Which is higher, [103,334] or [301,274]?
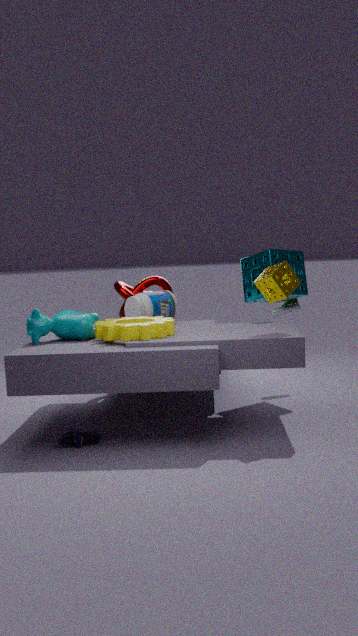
[301,274]
